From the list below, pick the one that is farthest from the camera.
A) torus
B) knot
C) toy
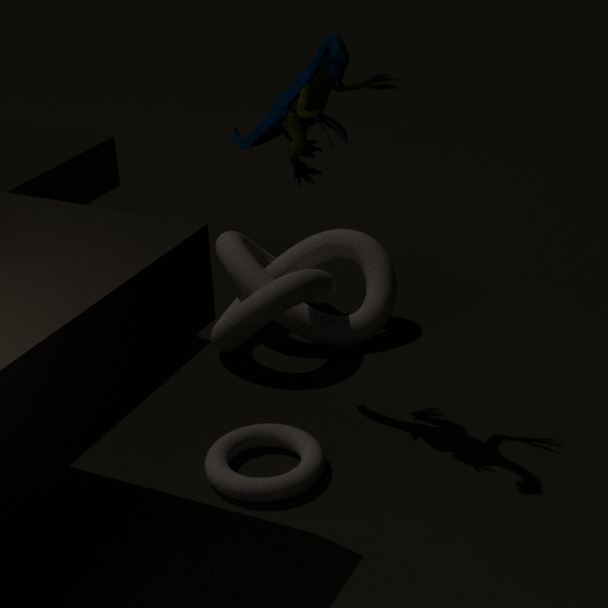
knot
